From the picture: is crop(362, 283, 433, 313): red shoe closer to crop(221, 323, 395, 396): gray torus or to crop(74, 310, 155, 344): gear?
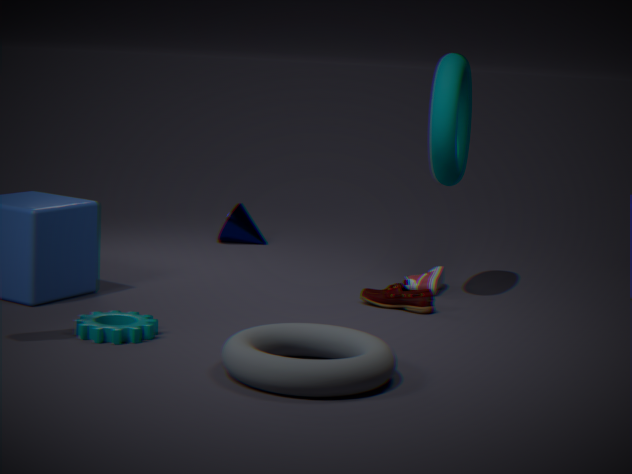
crop(221, 323, 395, 396): gray torus
